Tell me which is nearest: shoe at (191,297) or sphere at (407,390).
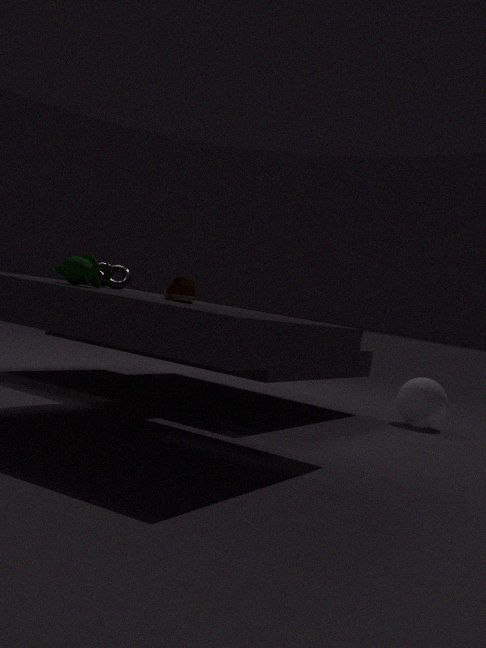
shoe at (191,297)
